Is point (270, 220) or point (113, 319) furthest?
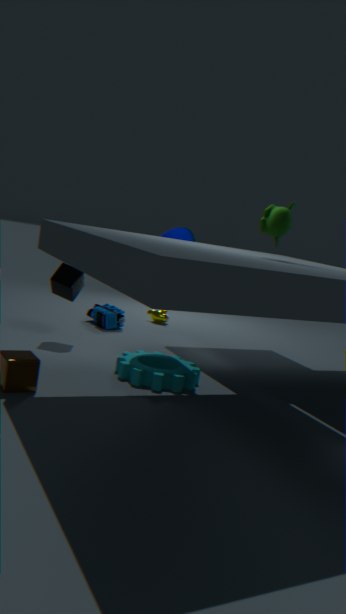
point (113, 319)
